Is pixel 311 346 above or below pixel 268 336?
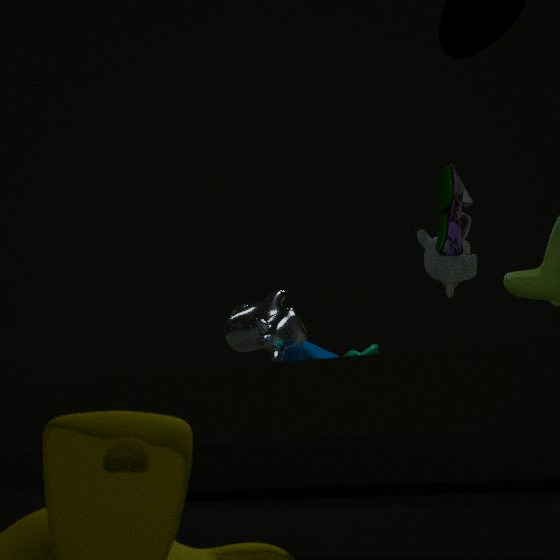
below
